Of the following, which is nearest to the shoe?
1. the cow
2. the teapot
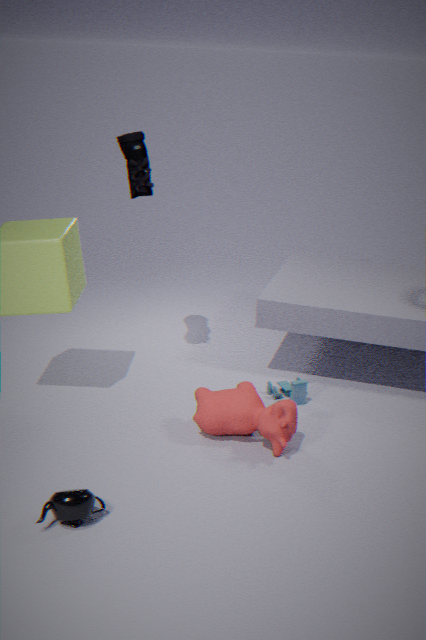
the cow
